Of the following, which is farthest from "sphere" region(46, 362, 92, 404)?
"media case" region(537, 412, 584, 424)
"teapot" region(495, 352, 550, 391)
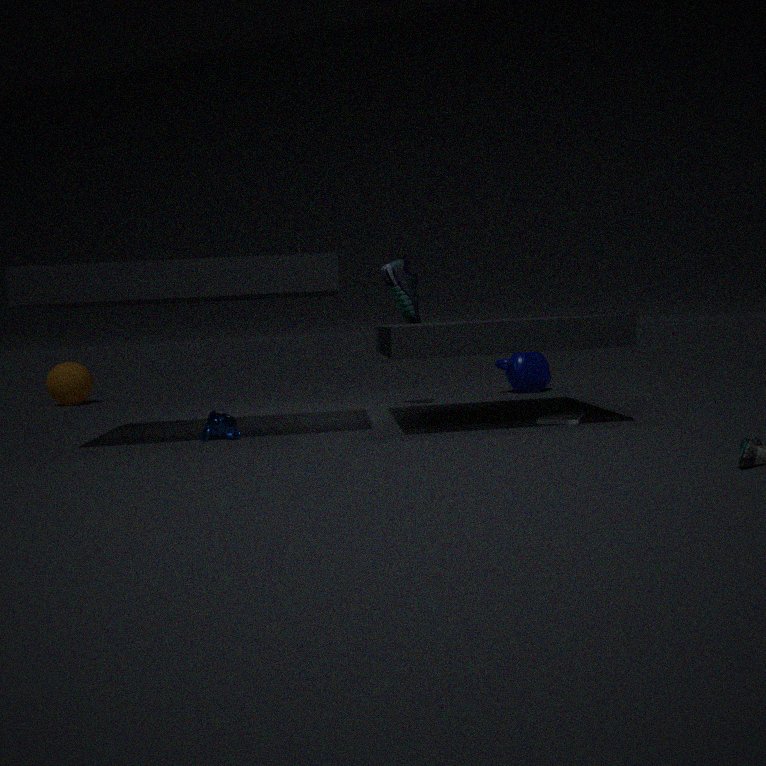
"media case" region(537, 412, 584, 424)
